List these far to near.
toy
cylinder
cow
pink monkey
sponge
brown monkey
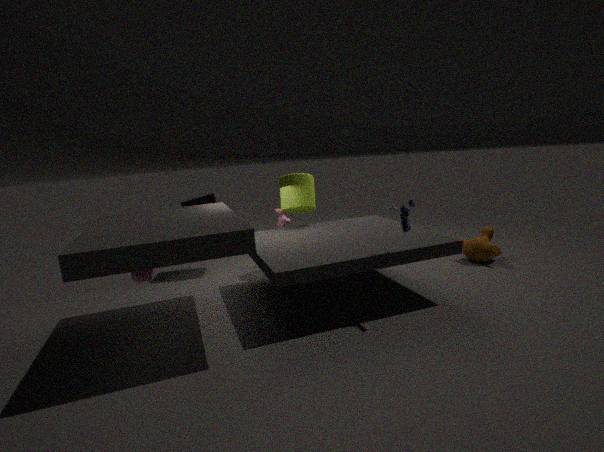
cow
sponge
brown monkey
cylinder
pink monkey
toy
